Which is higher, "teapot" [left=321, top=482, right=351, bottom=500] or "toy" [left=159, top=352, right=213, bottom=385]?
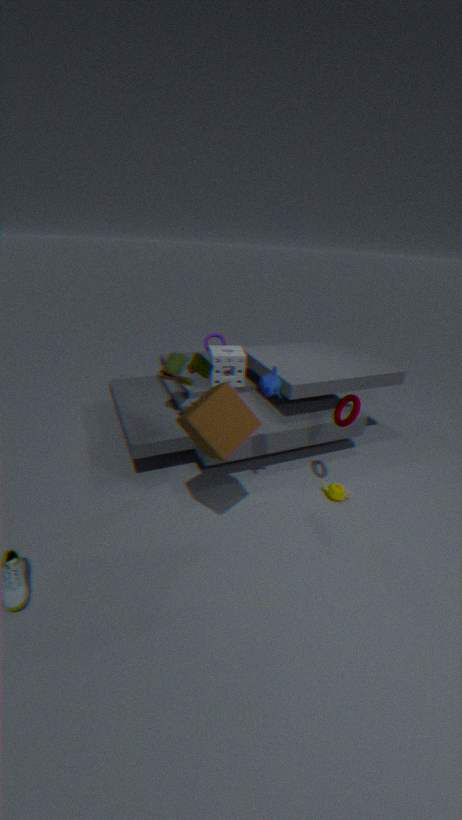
"toy" [left=159, top=352, right=213, bottom=385]
